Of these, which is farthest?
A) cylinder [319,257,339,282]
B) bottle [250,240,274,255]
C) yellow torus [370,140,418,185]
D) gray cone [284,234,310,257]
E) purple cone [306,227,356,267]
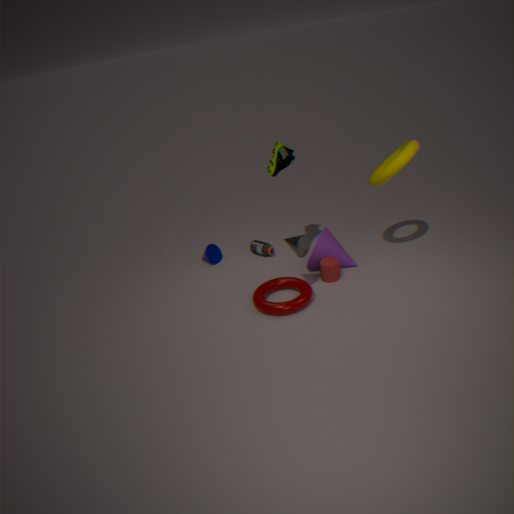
bottle [250,240,274,255]
